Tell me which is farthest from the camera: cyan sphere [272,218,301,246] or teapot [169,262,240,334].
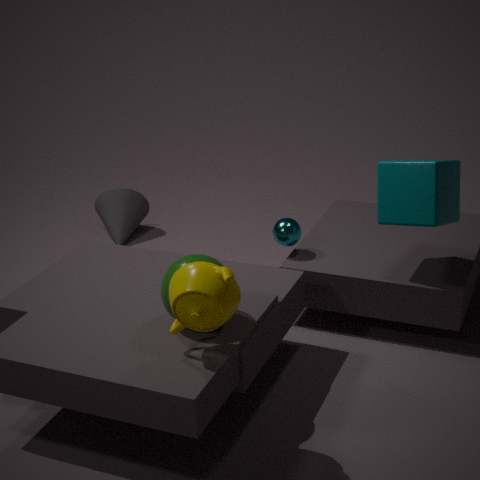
cyan sphere [272,218,301,246]
